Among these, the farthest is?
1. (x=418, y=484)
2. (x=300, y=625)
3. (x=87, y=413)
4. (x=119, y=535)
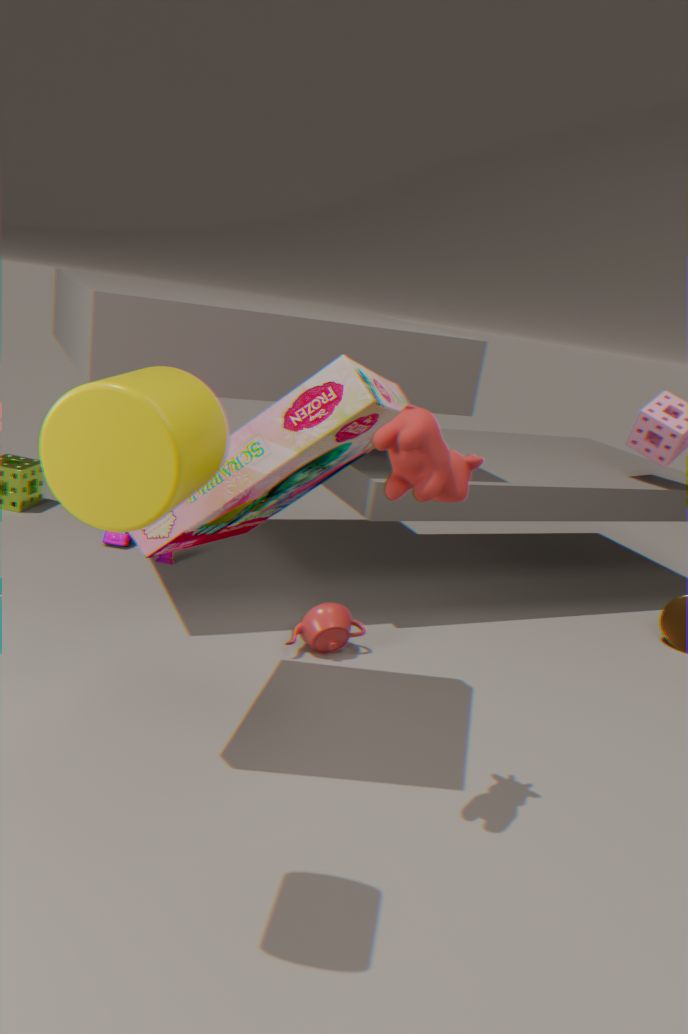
(x=119, y=535)
